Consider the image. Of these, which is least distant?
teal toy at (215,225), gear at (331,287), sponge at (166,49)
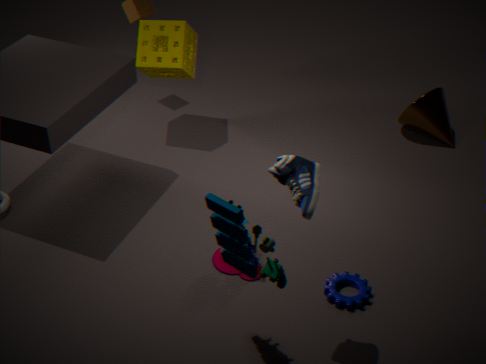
teal toy at (215,225)
